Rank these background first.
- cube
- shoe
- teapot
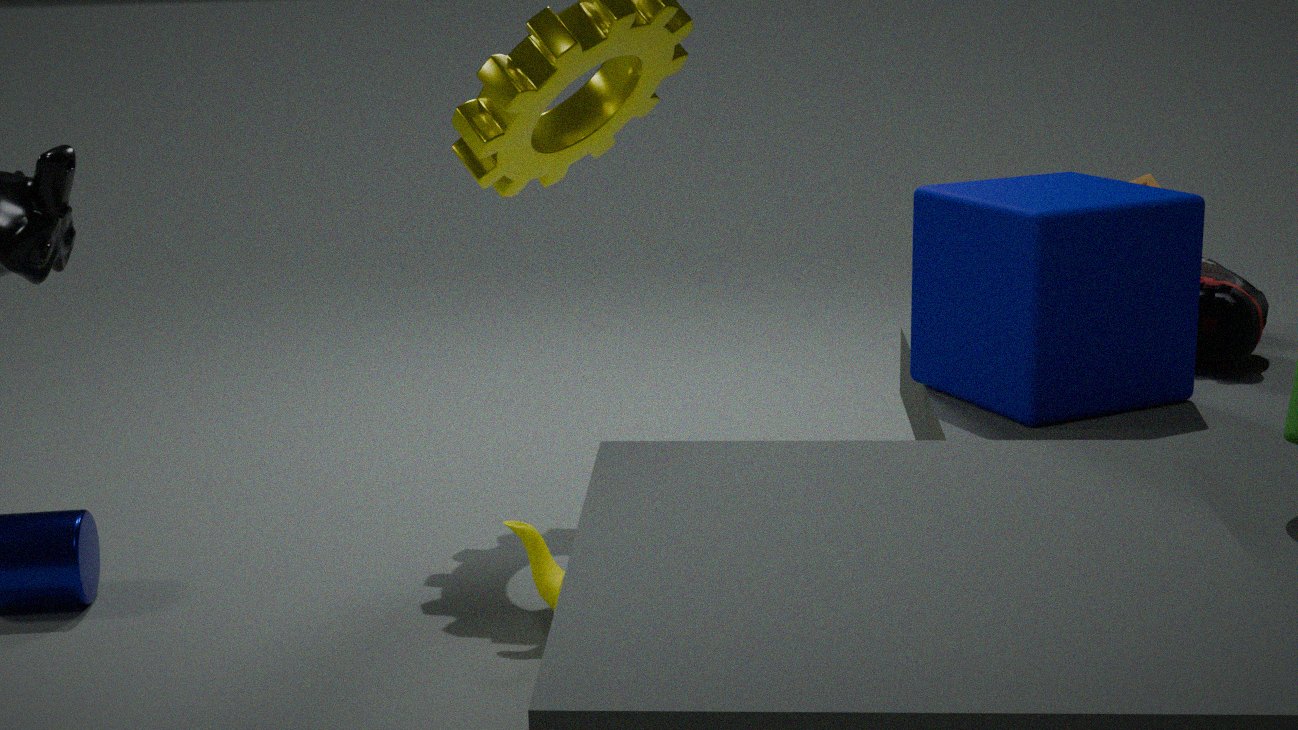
1. shoe
2. teapot
3. cube
